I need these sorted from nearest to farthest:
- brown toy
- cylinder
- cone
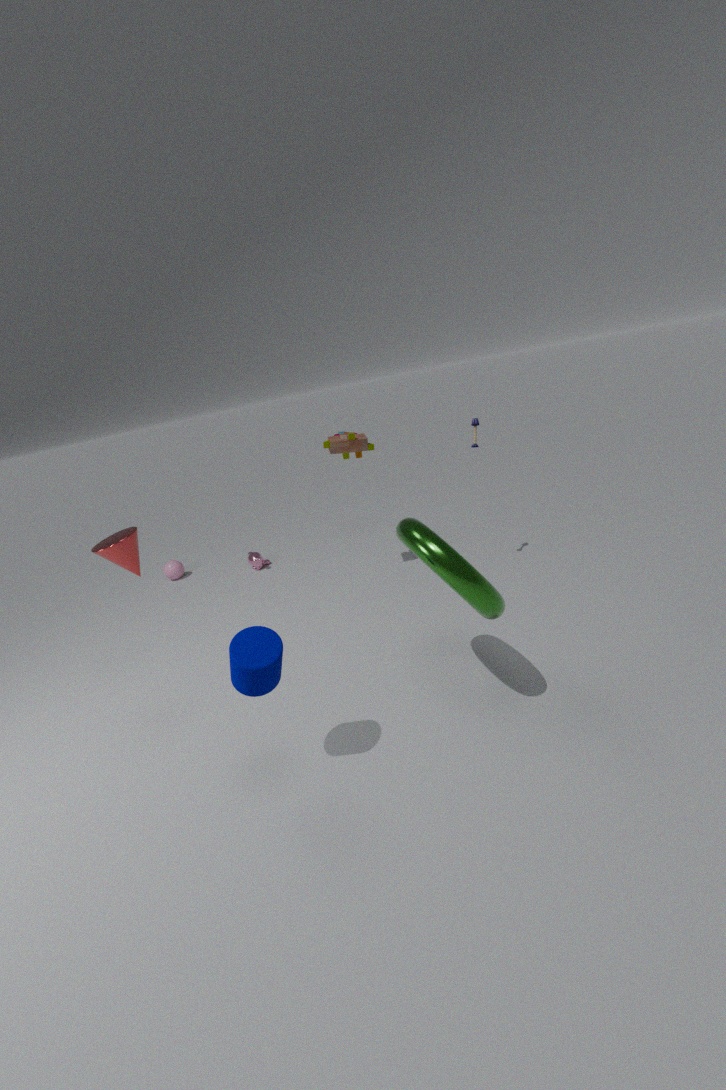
cylinder
cone
brown toy
